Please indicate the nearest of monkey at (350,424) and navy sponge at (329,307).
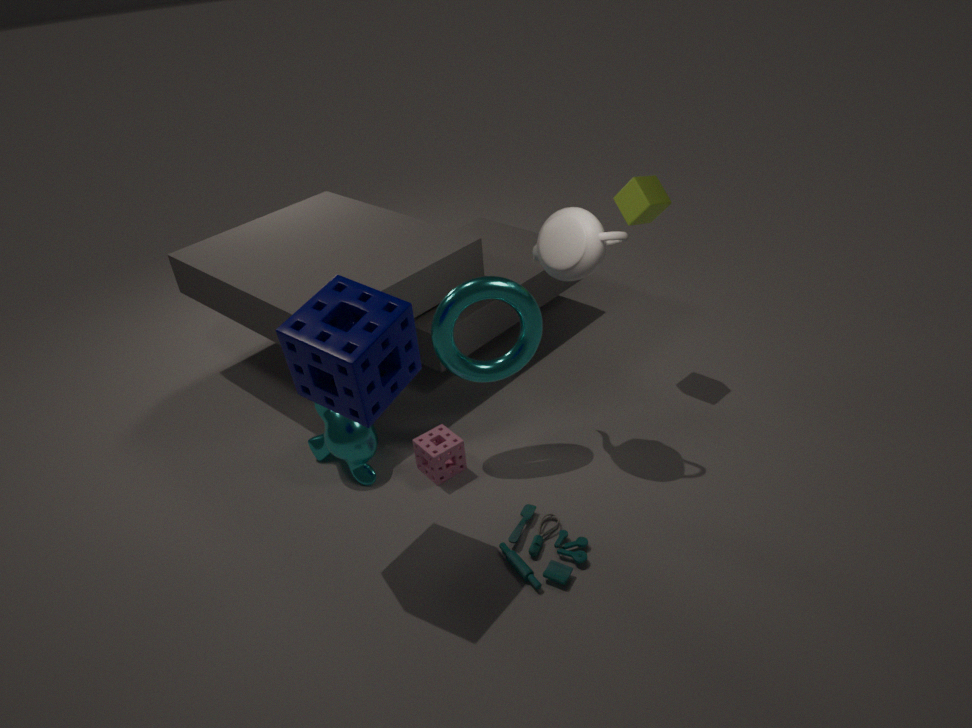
navy sponge at (329,307)
